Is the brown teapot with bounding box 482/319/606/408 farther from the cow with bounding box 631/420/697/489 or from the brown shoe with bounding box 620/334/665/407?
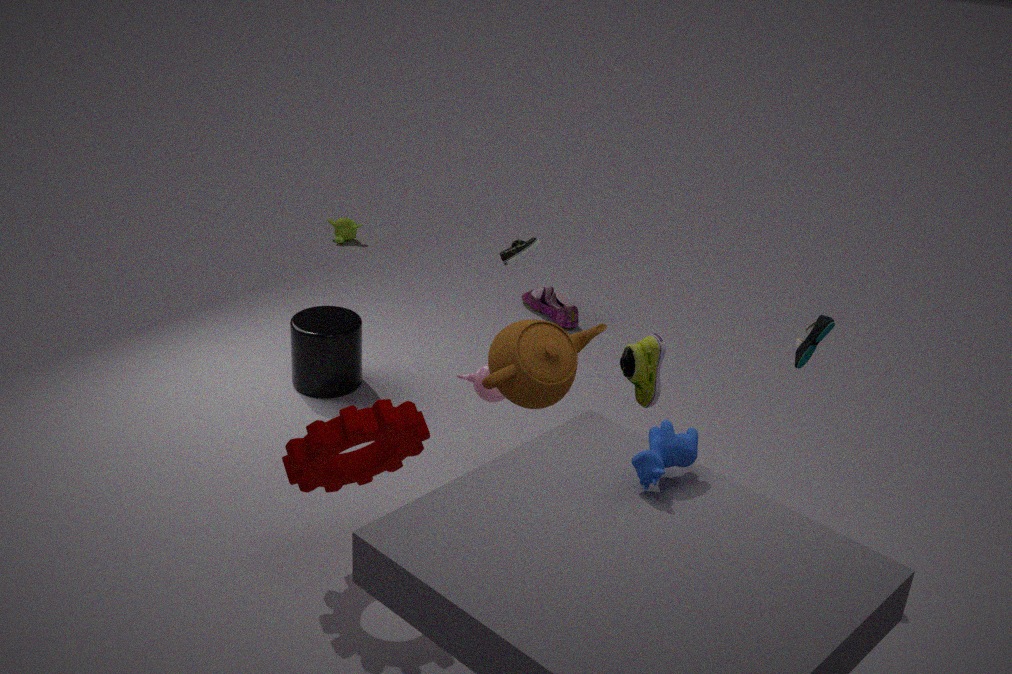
the cow with bounding box 631/420/697/489
